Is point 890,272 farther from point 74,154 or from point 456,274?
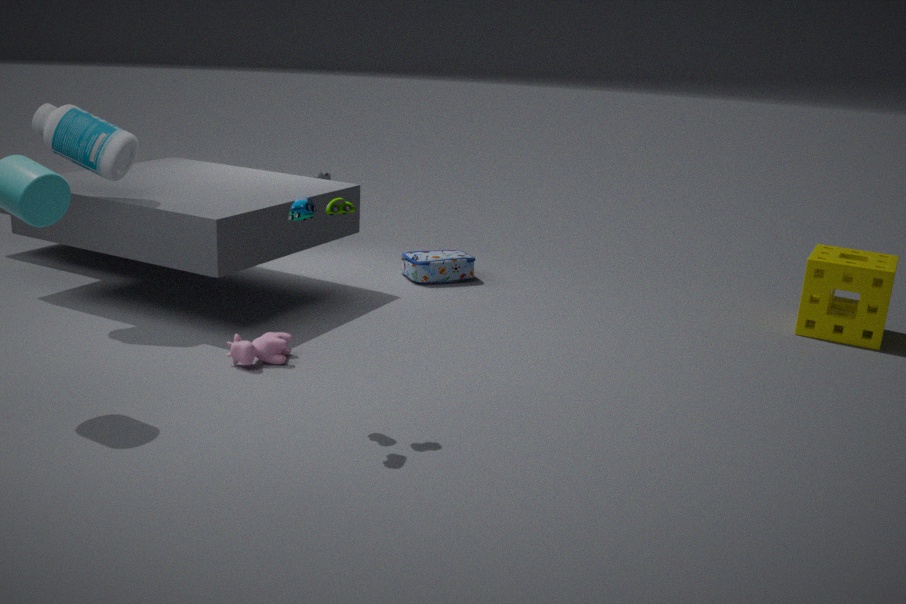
point 74,154
